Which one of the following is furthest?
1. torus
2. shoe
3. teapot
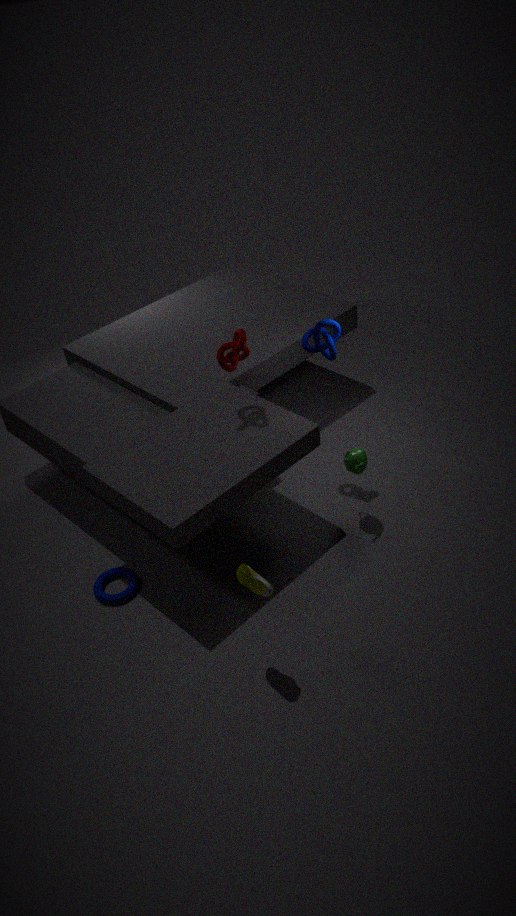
teapot
